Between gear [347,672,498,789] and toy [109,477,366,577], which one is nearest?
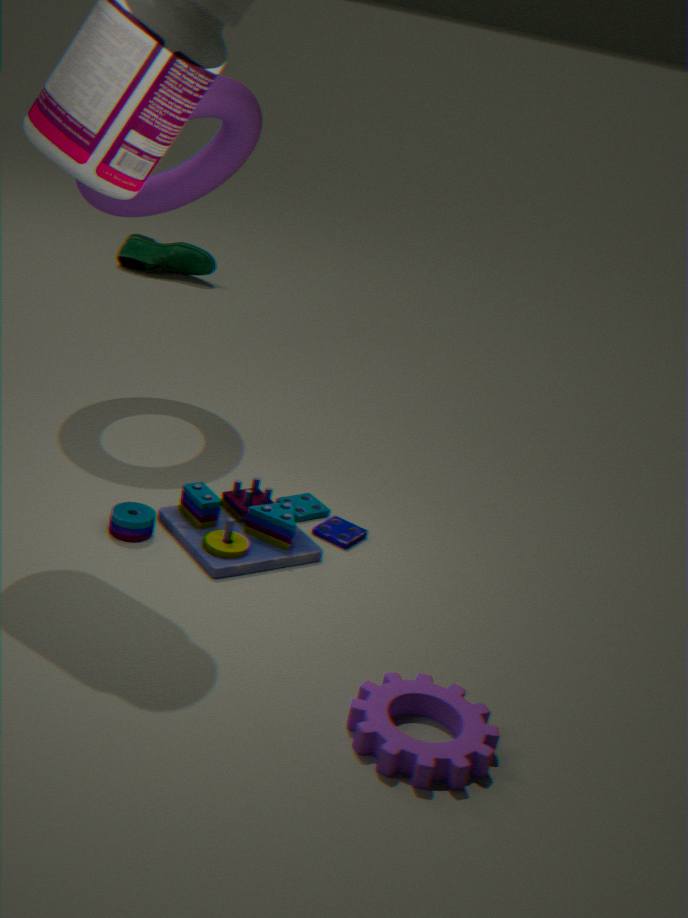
gear [347,672,498,789]
